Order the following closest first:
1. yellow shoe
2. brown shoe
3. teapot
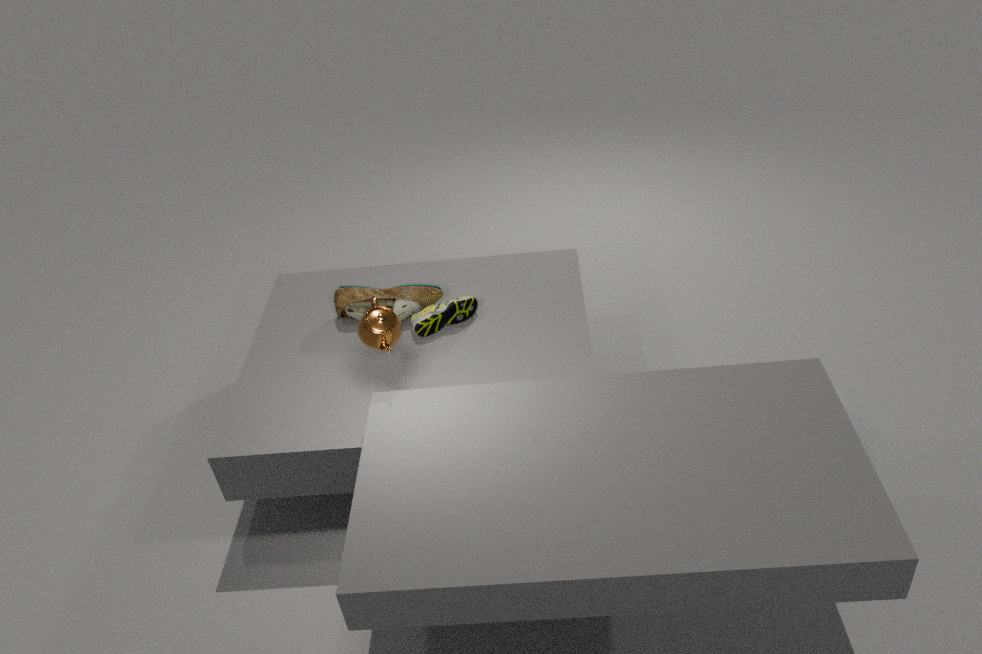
teapot → yellow shoe → brown shoe
